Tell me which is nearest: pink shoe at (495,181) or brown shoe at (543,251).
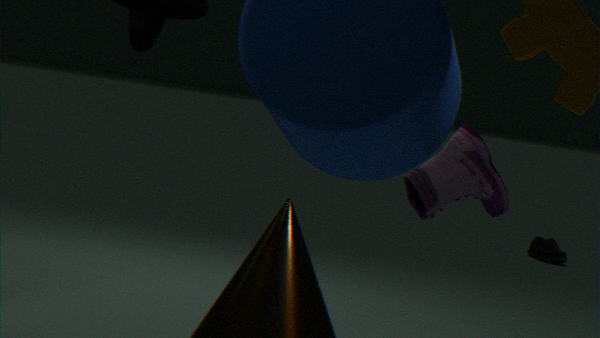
pink shoe at (495,181)
